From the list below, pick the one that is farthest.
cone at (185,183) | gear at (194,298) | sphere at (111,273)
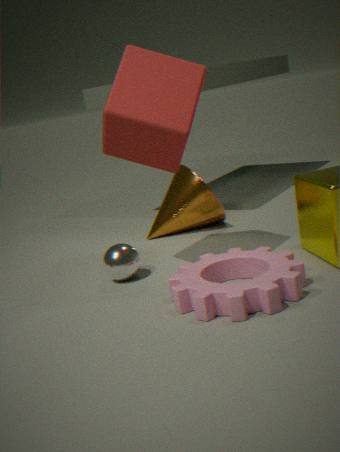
cone at (185,183)
